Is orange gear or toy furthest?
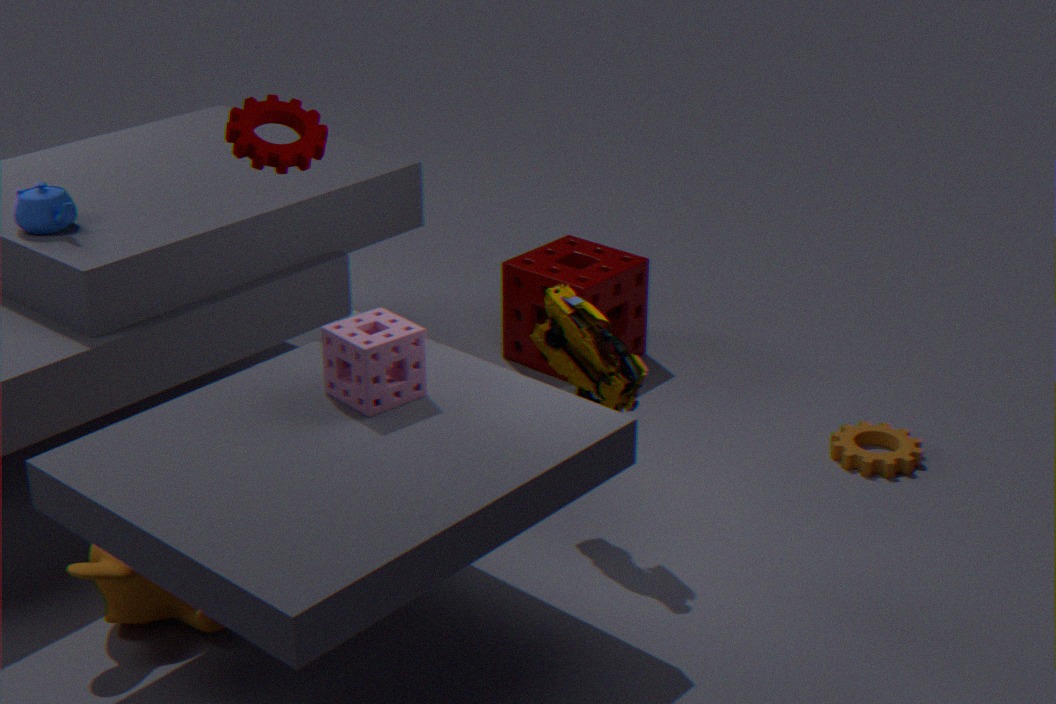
orange gear
